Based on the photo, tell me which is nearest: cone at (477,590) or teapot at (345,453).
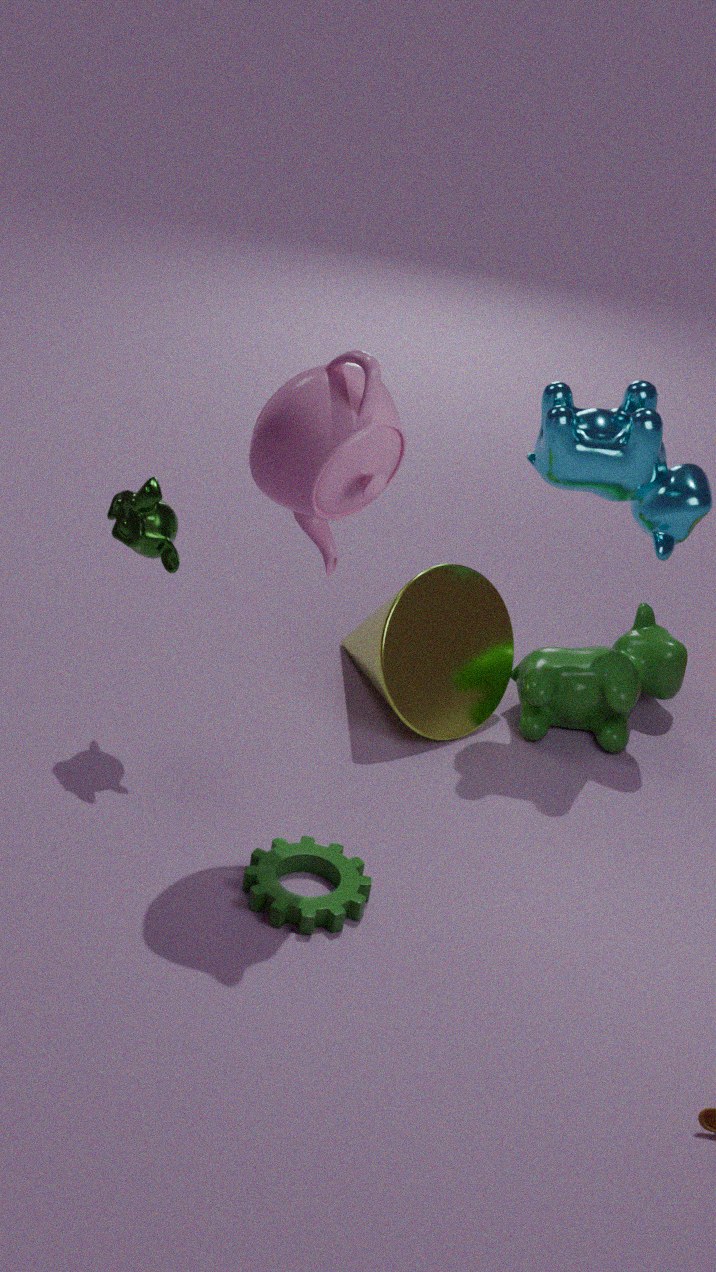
teapot at (345,453)
